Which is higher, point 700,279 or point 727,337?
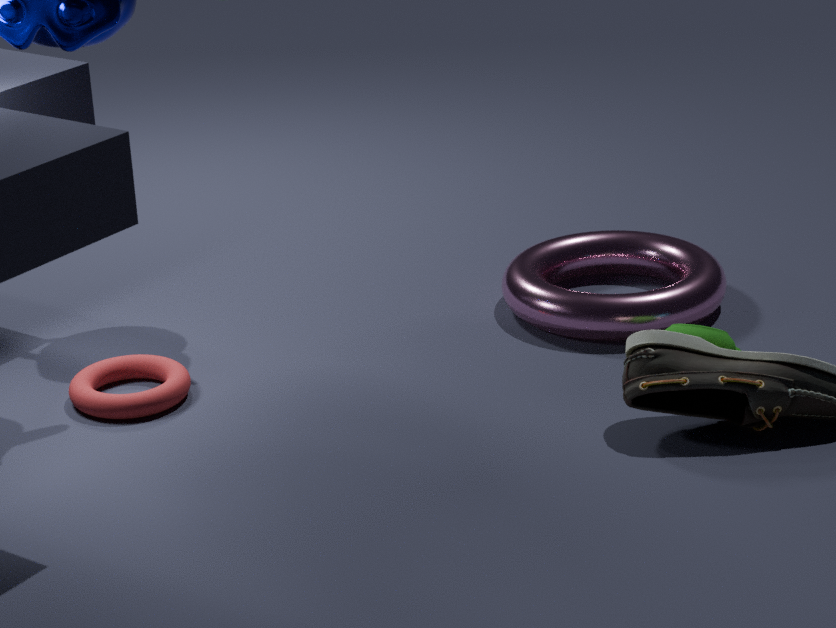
point 727,337
